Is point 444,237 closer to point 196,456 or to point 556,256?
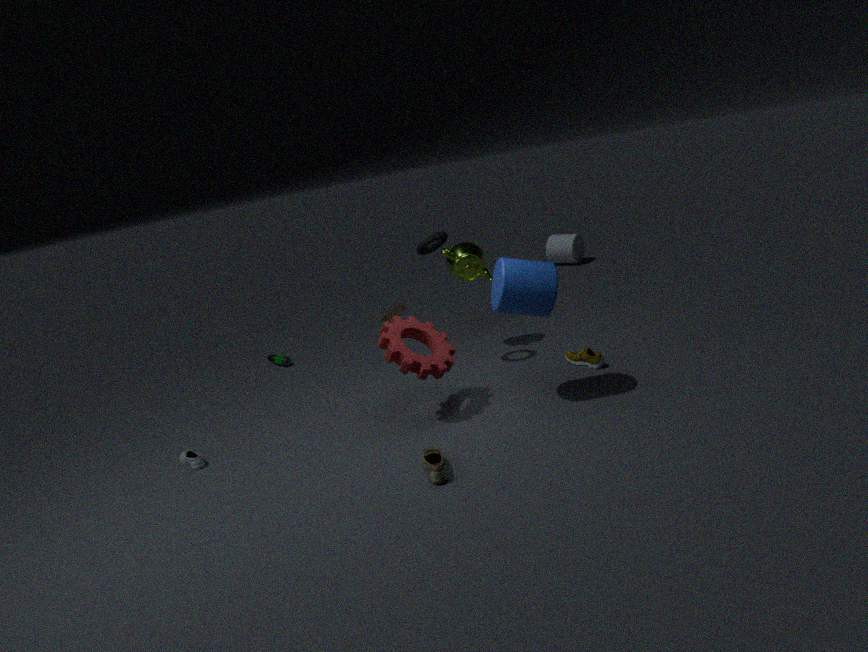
point 196,456
